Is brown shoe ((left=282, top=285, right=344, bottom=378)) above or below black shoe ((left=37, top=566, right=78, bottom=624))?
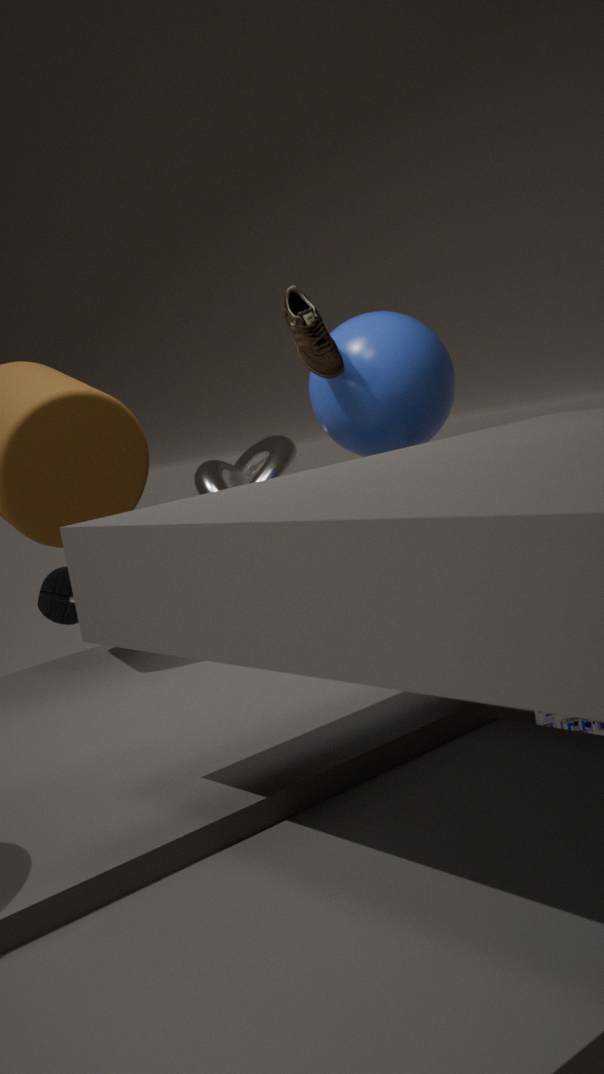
above
